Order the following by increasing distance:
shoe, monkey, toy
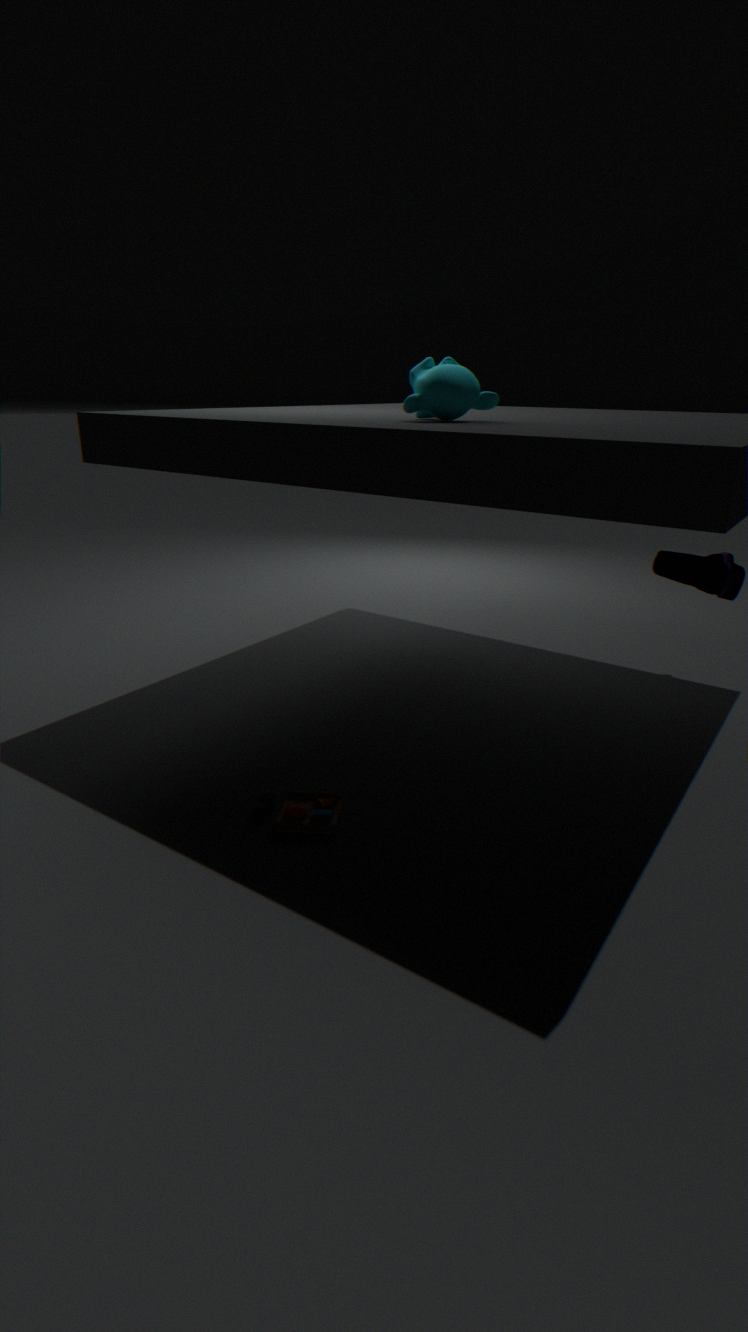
monkey < toy < shoe
